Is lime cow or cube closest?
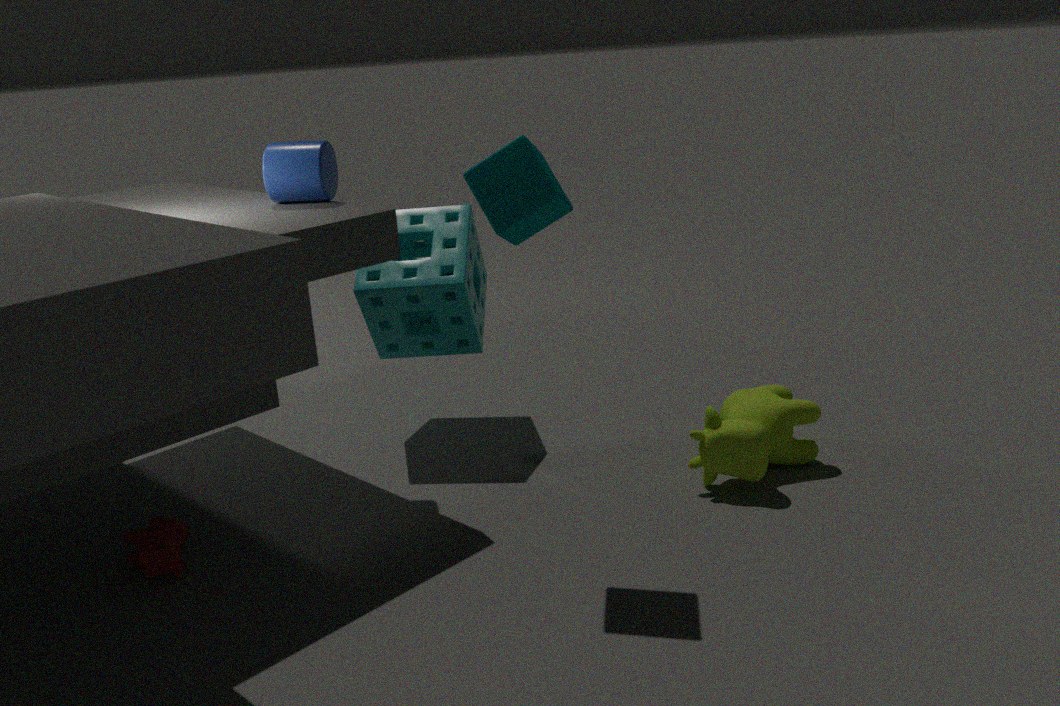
cube
